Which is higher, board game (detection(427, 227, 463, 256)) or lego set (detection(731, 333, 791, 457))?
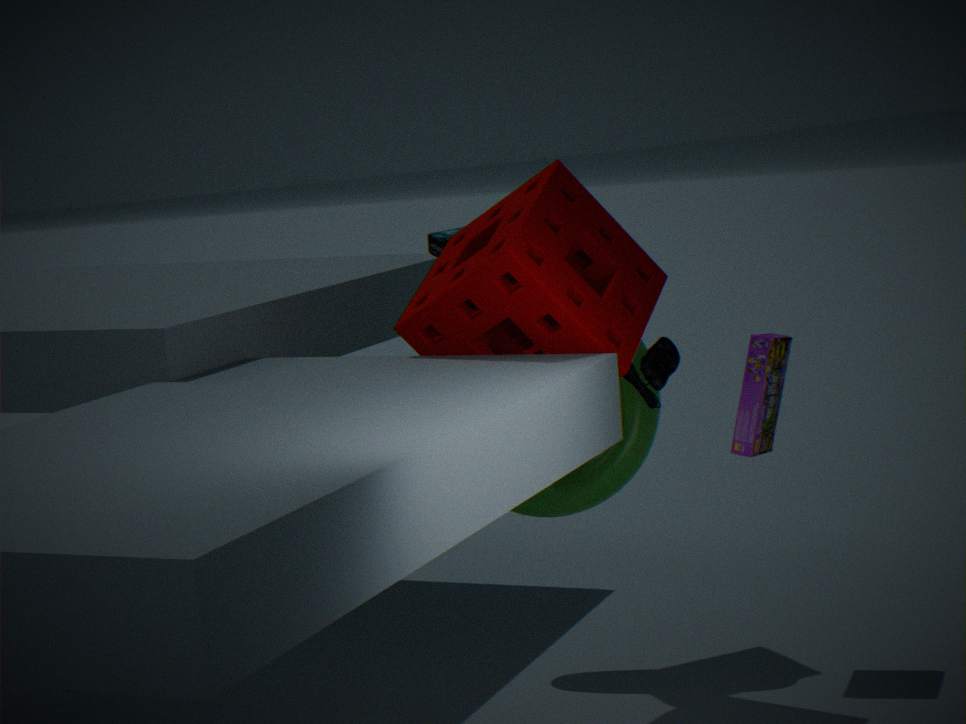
board game (detection(427, 227, 463, 256))
